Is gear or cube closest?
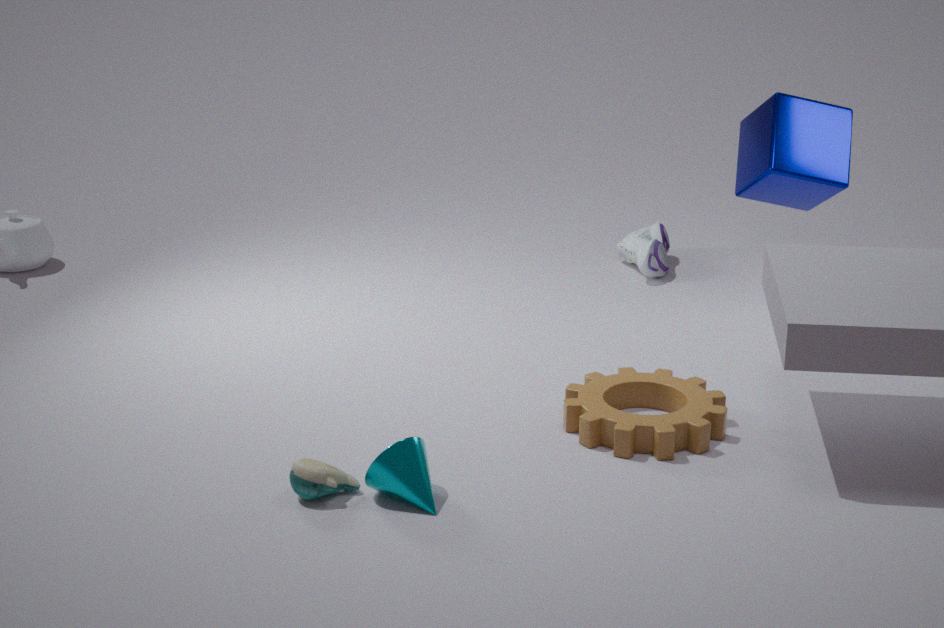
gear
